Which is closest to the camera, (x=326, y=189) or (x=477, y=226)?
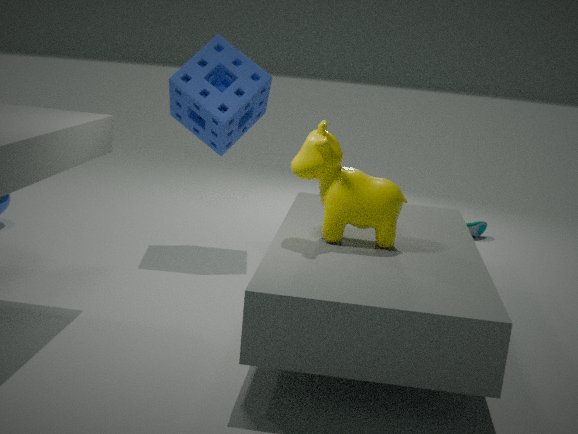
(x=326, y=189)
